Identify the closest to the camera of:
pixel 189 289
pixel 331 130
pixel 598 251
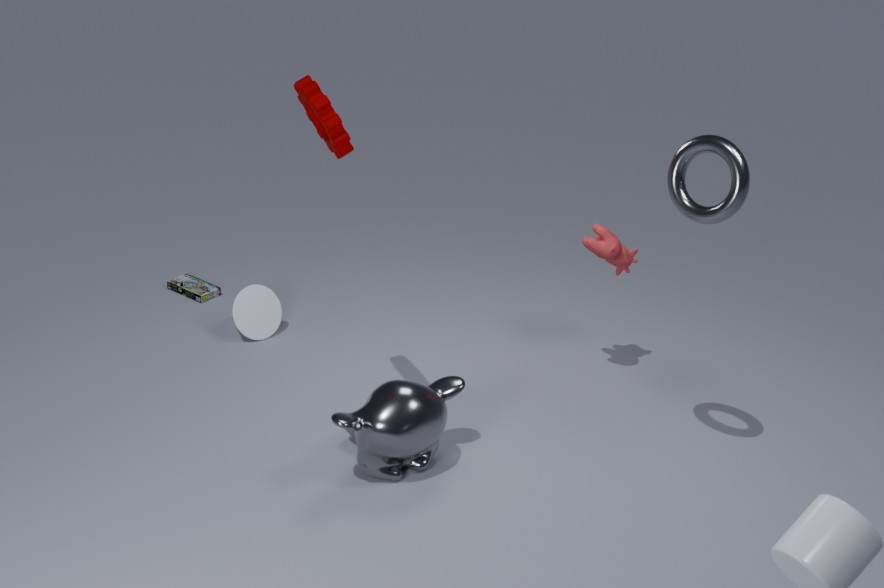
pixel 331 130
